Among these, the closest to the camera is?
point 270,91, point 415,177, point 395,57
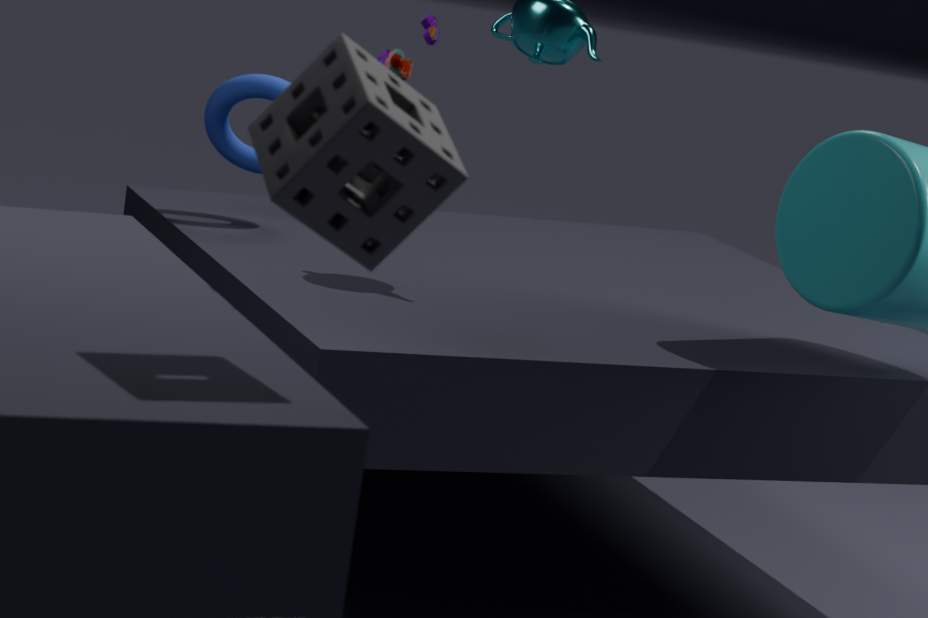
point 415,177
